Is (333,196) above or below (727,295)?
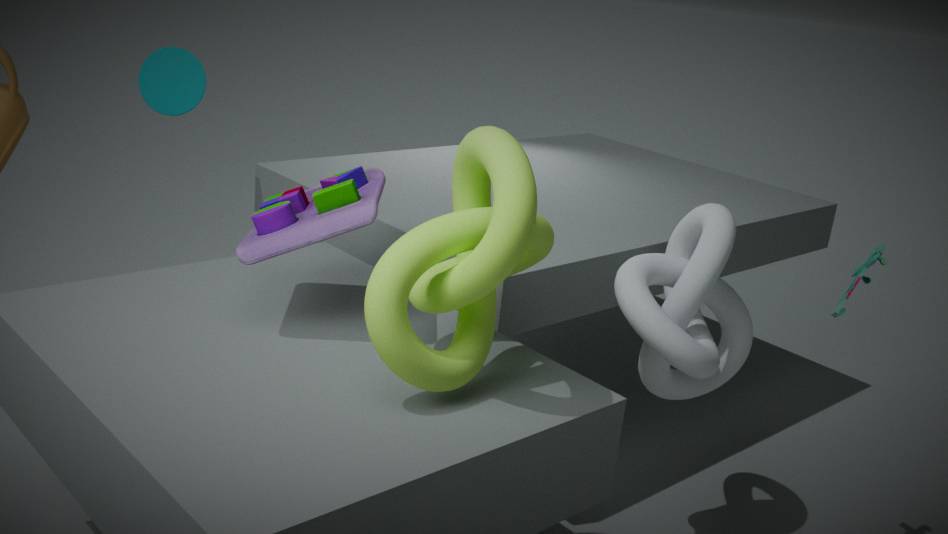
above
